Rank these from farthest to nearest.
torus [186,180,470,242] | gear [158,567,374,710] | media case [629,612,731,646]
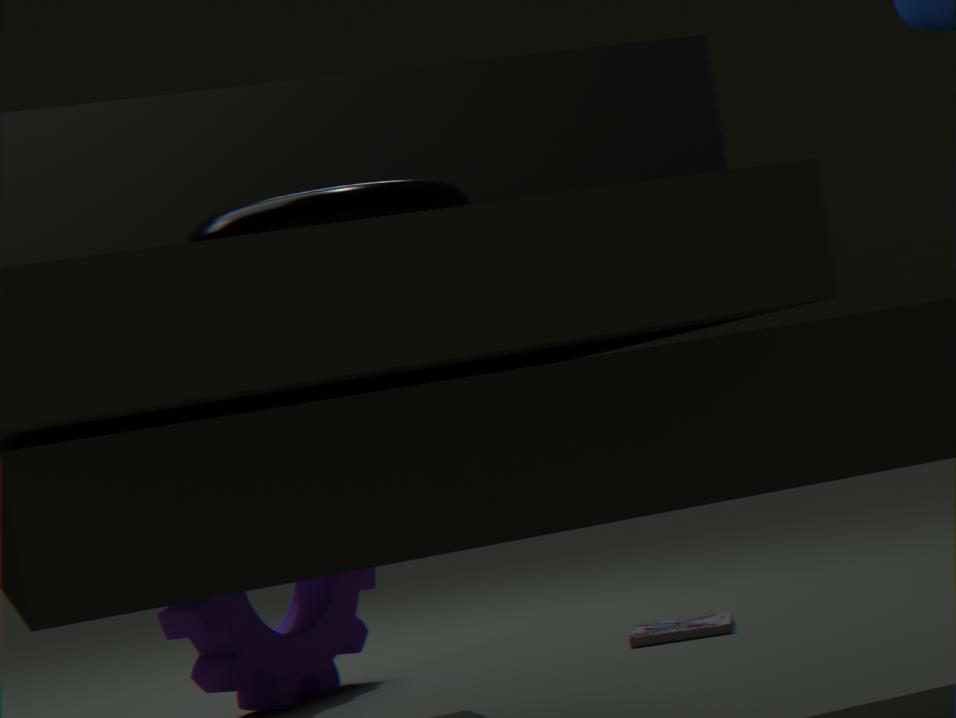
media case [629,612,731,646] < gear [158,567,374,710] < torus [186,180,470,242]
